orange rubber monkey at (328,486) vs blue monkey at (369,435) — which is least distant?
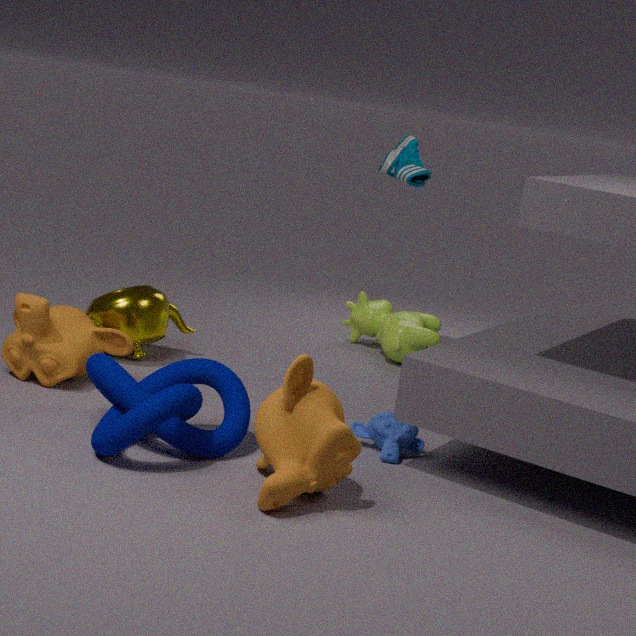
orange rubber monkey at (328,486)
